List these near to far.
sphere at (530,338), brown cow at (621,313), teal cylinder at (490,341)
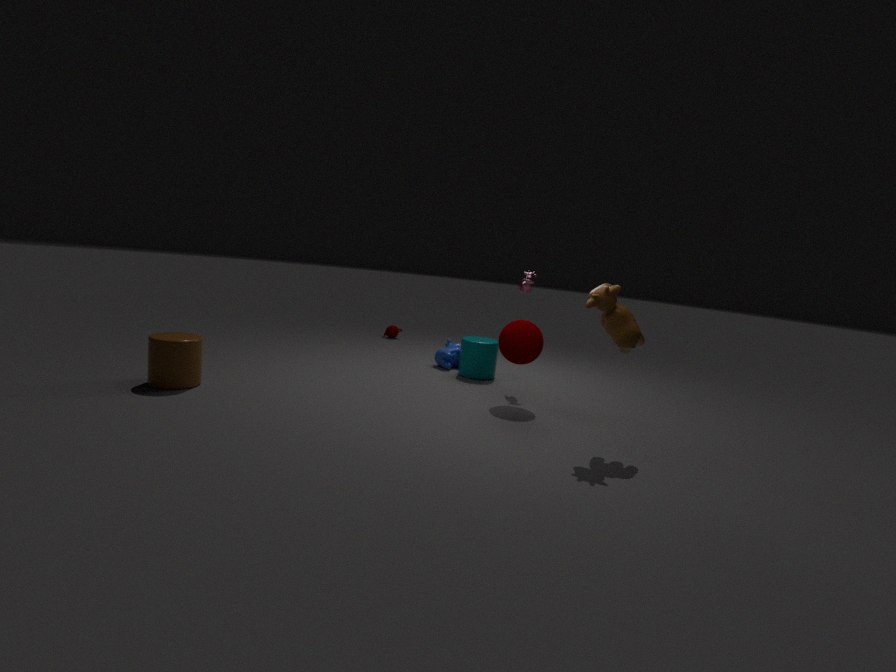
brown cow at (621,313) < sphere at (530,338) < teal cylinder at (490,341)
